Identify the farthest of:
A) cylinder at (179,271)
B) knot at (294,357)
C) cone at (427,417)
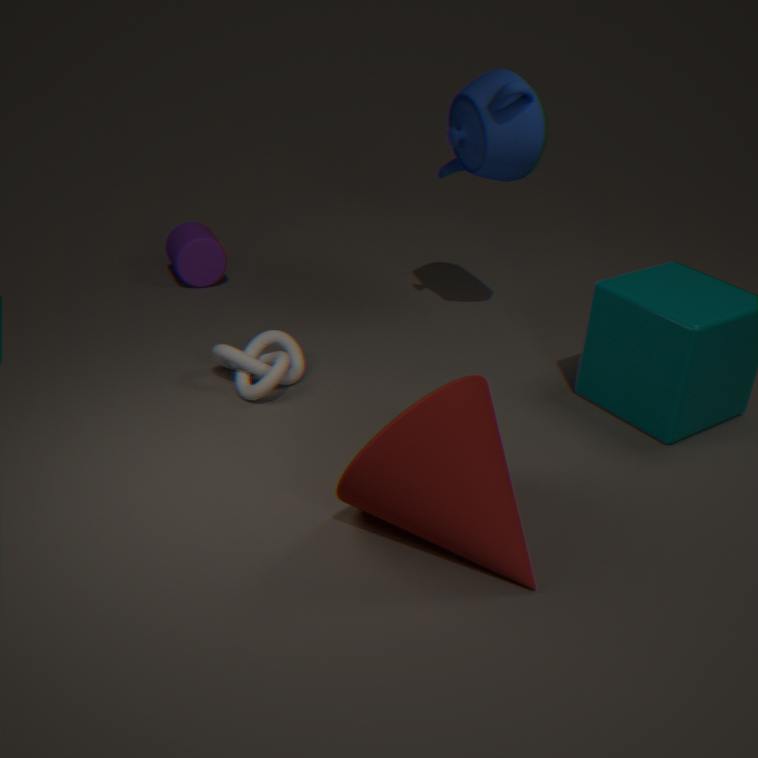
cylinder at (179,271)
